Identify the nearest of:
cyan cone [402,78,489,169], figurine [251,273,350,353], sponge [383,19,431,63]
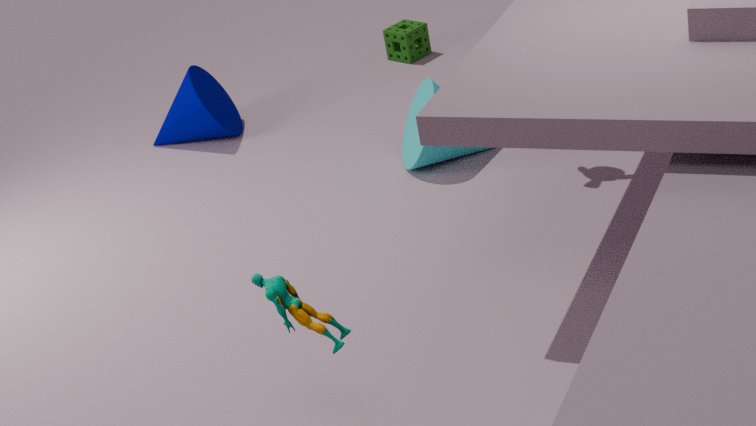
figurine [251,273,350,353]
